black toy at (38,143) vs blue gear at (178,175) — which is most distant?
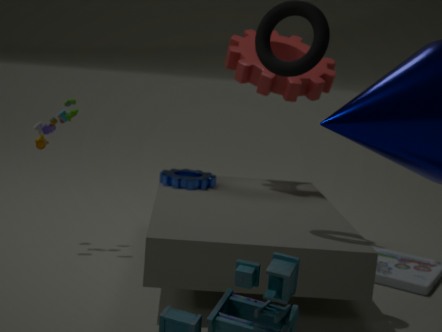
blue gear at (178,175)
